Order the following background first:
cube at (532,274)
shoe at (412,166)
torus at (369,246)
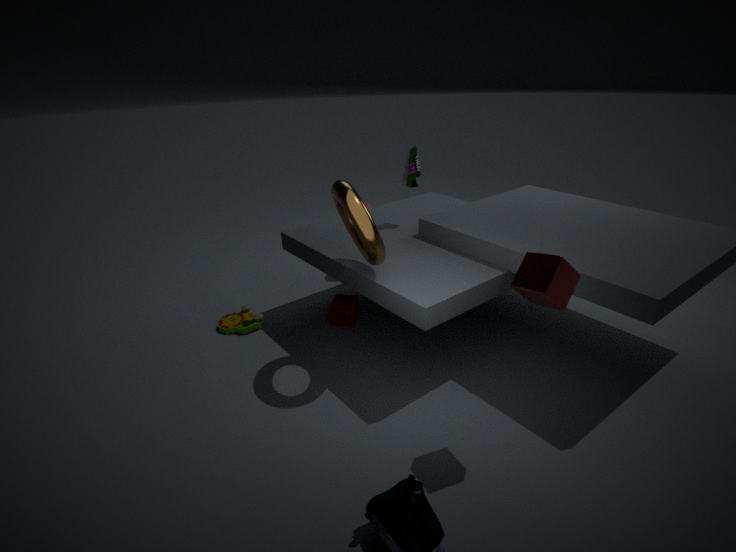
shoe at (412,166) < torus at (369,246) < cube at (532,274)
